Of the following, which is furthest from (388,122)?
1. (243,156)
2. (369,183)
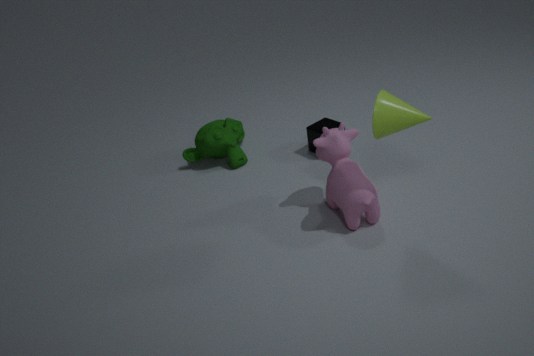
(243,156)
